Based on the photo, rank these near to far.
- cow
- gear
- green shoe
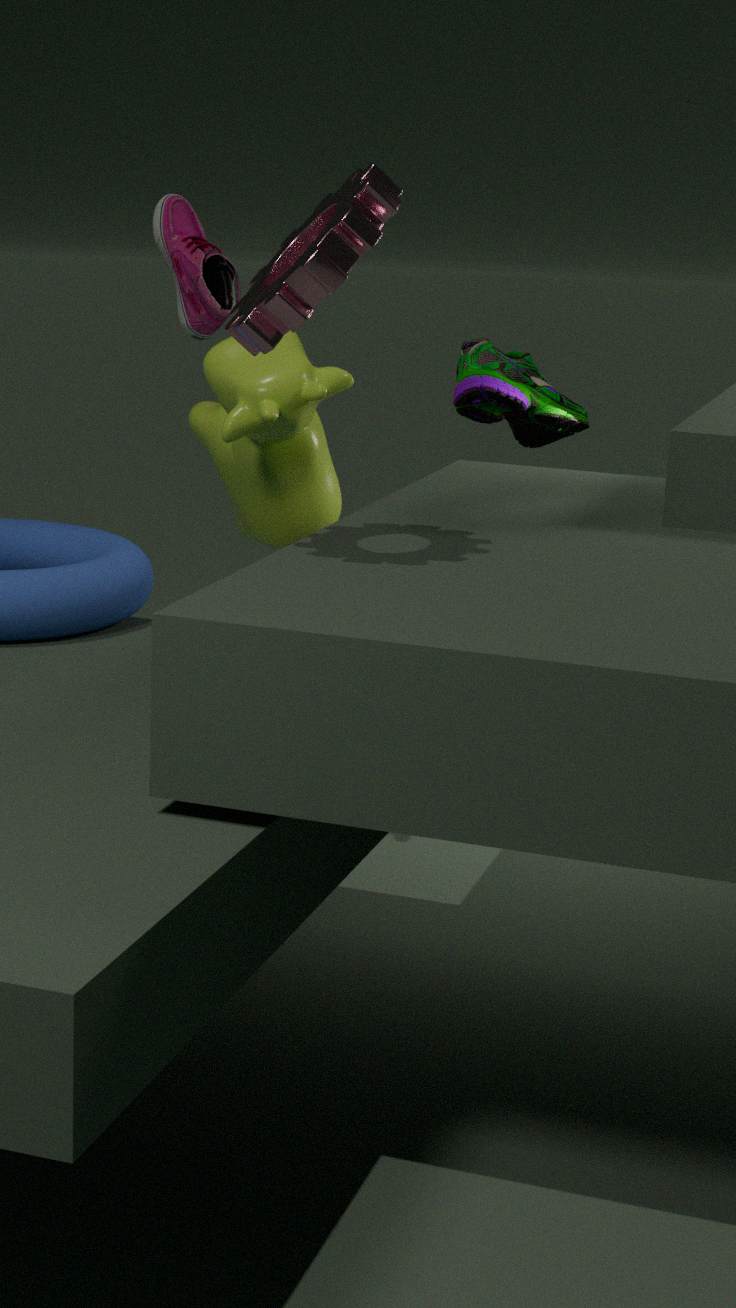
gear
cow
green shoe
